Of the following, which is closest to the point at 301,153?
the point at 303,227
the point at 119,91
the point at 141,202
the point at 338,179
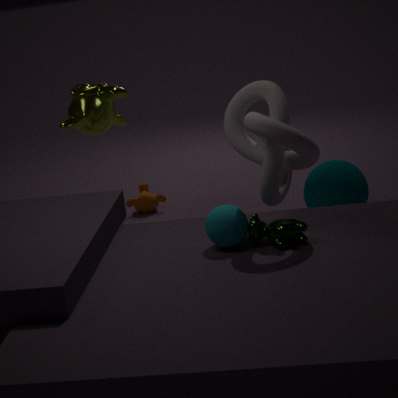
the point at 303,227
